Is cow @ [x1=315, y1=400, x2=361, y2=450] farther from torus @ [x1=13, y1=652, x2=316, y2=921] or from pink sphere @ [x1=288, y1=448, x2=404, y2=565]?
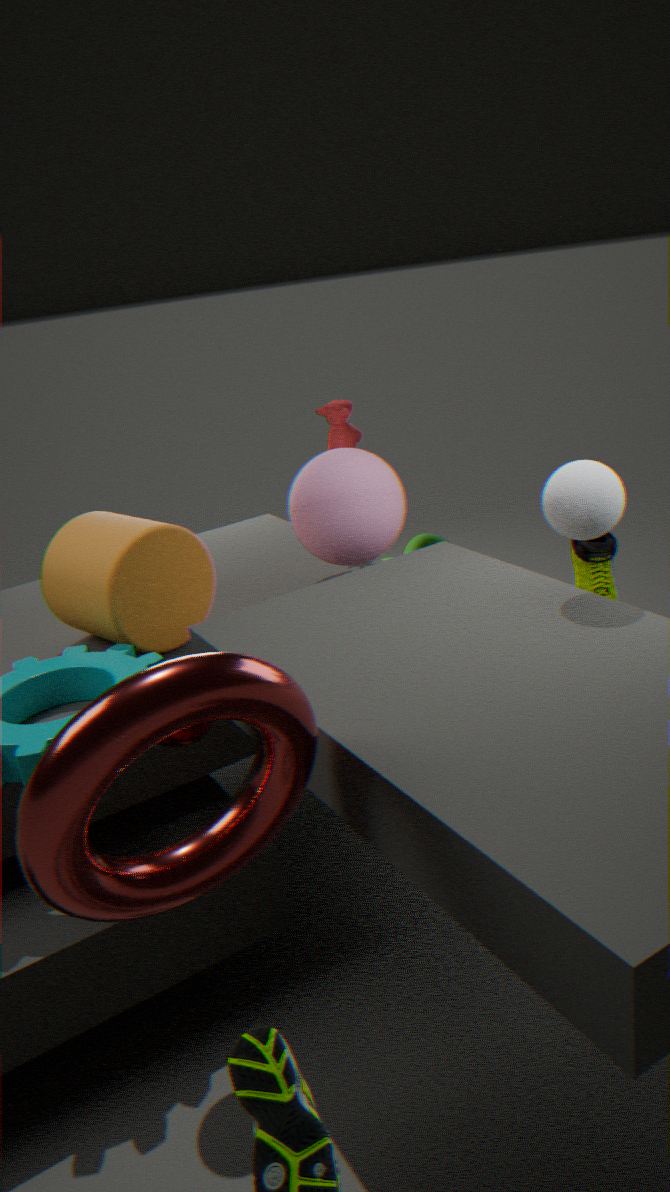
torus @ [x1=13, y1=652, x2=316, y2=921]
